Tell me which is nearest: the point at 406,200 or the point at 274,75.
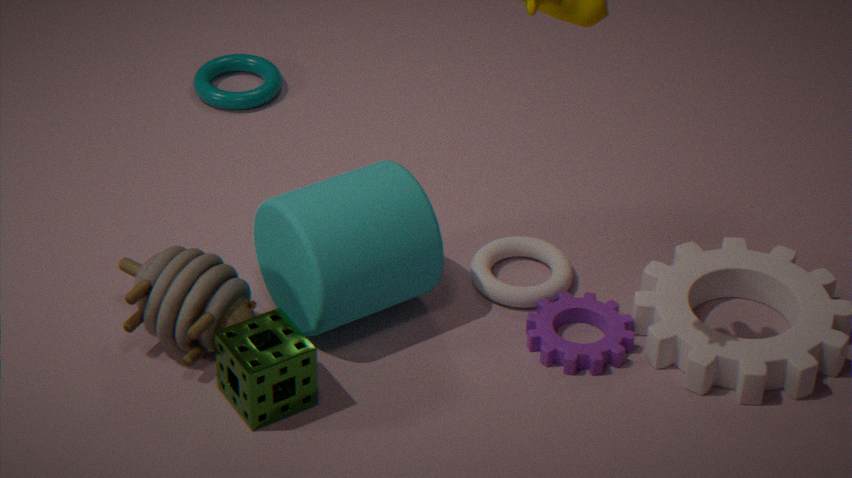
the point at 406,200
